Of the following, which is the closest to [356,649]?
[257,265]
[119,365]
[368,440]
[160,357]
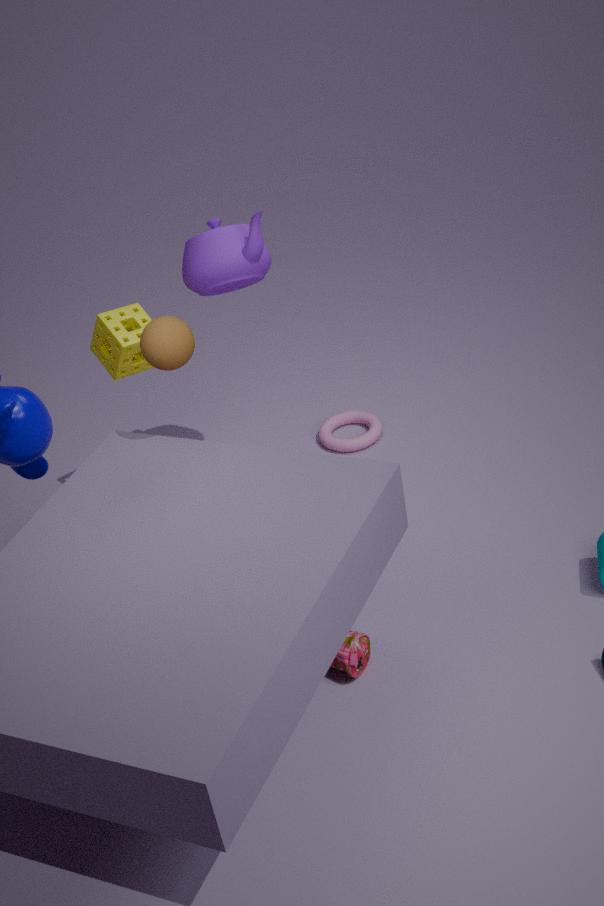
[160,357]
